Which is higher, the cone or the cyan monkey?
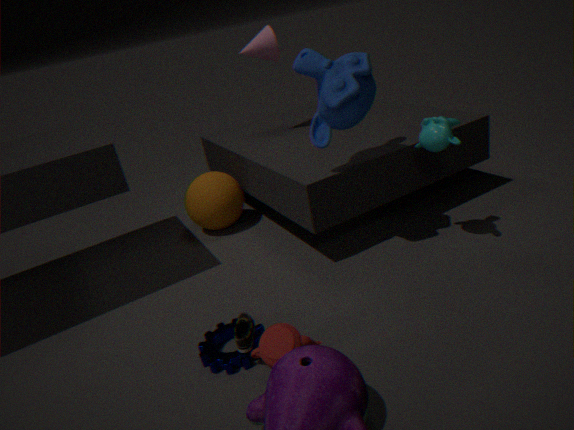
the cone
